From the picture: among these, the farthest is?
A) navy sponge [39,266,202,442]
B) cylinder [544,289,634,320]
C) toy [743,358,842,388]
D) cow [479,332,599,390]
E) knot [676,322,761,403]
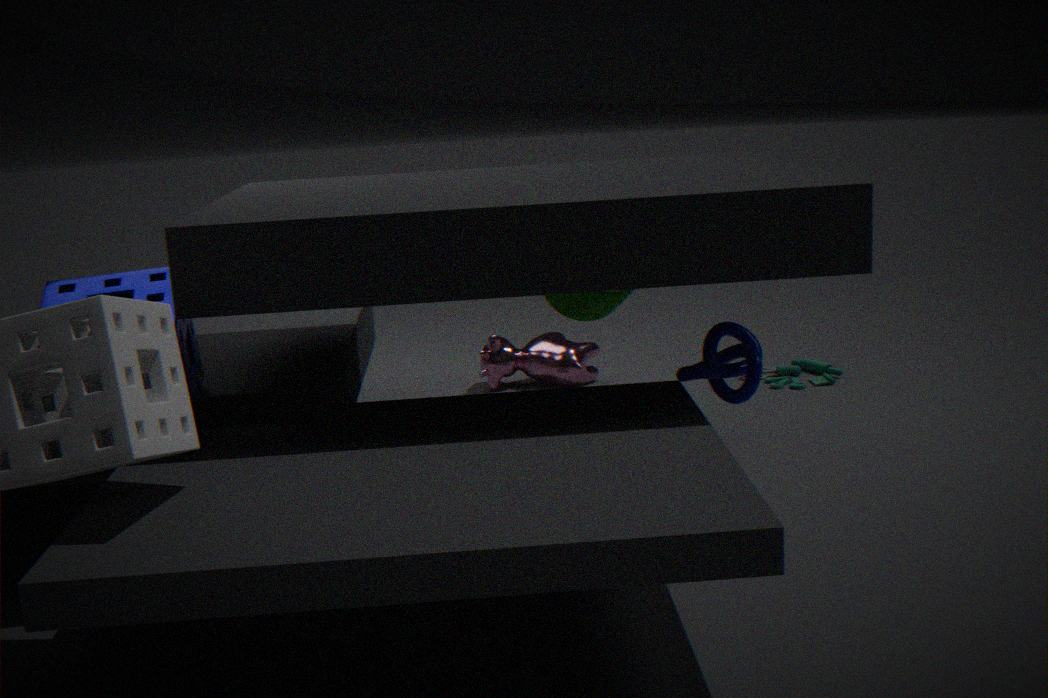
cow [479,332,599,390]
